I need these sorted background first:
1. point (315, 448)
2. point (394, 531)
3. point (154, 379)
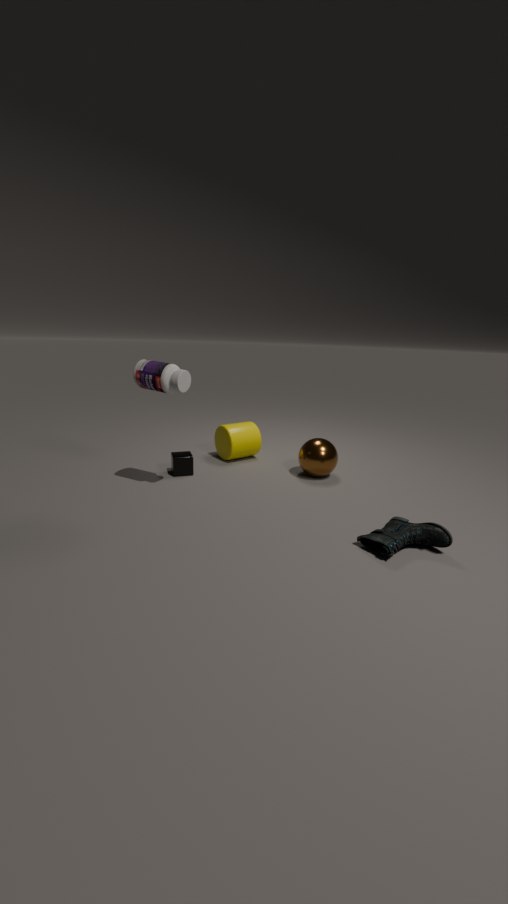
point (315, 448)
point (154, 379)
point (394, 531)
